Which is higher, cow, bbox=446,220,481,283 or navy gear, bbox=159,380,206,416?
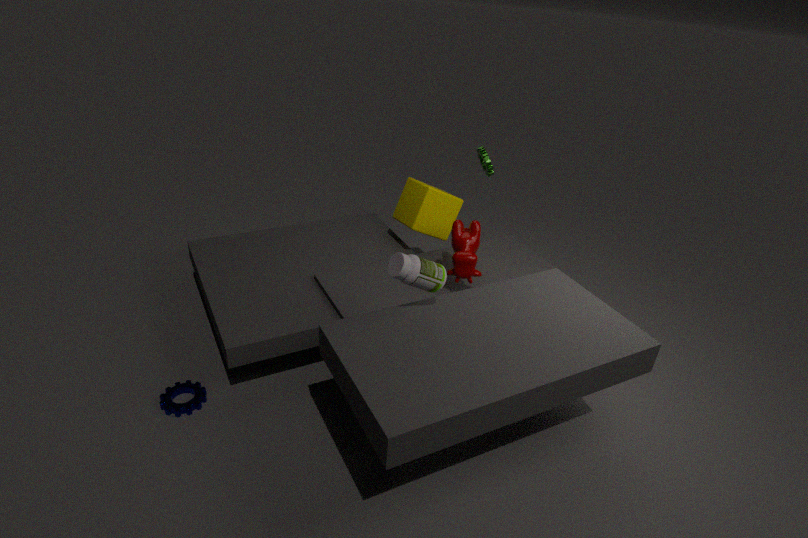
cow, bbox=446,220,481,283
